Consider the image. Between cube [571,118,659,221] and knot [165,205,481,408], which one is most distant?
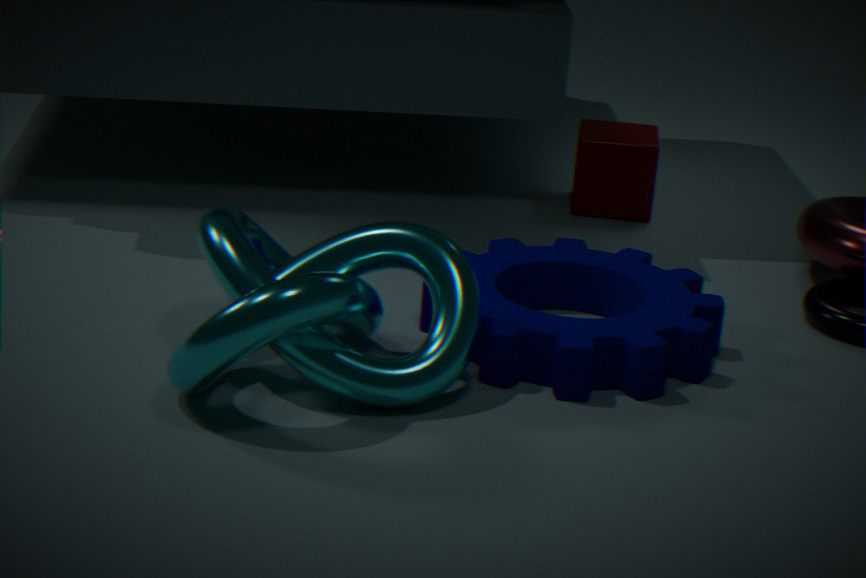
cube [571,118,659,221]
